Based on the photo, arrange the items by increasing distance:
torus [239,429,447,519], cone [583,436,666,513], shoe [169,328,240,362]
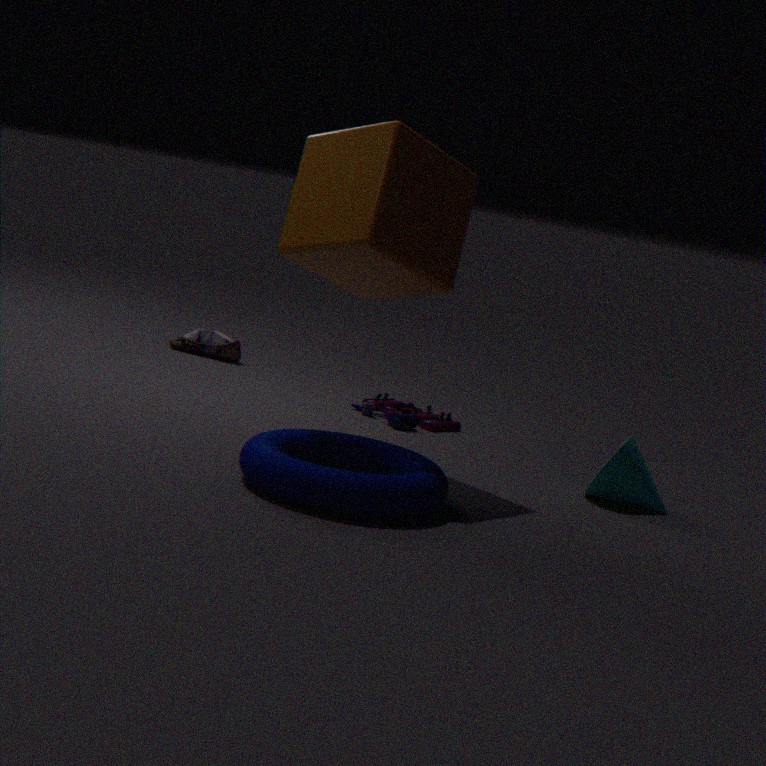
torus [239,429,447,519]
cone [583,436,666,513]
shoe [169,328,240,362]
